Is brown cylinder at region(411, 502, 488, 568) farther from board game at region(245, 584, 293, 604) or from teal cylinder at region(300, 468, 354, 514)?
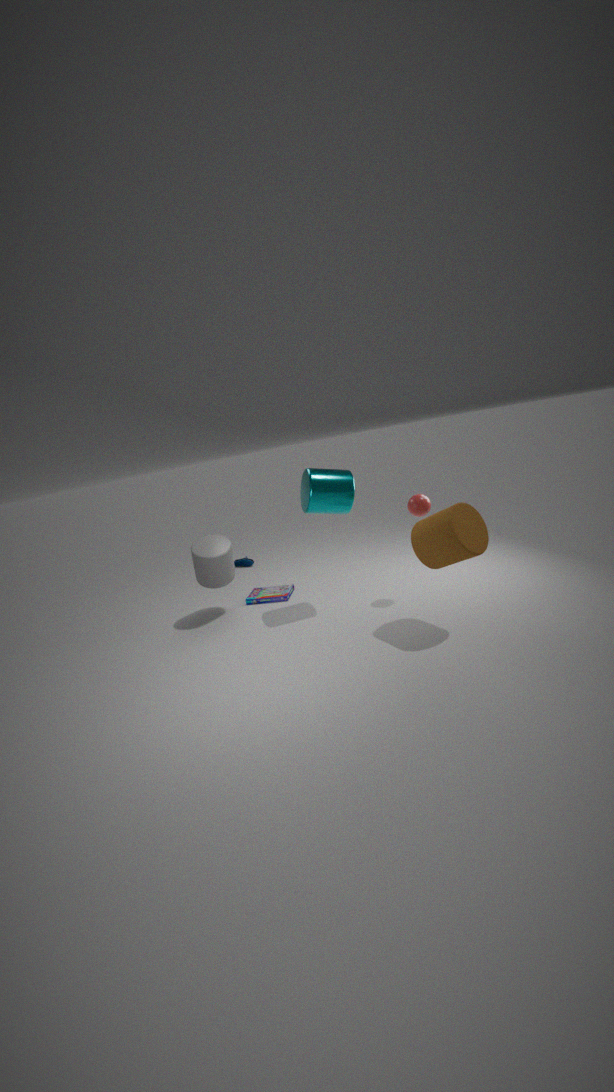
board game at region(245, 584, 293, 604)
